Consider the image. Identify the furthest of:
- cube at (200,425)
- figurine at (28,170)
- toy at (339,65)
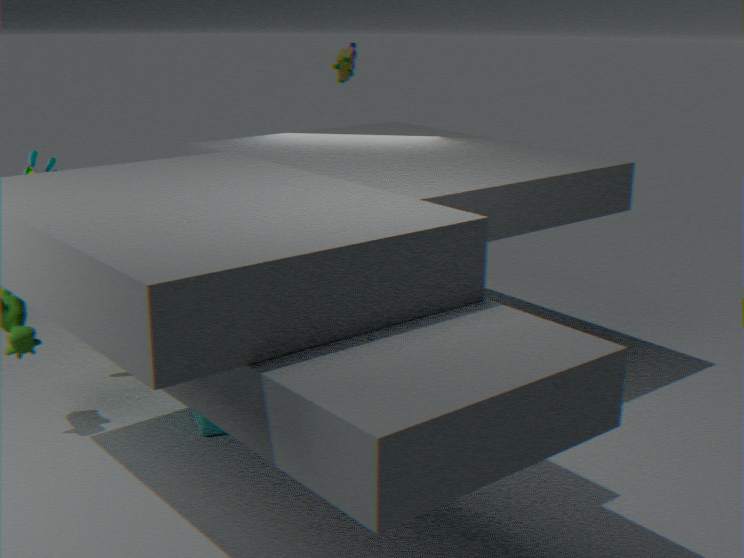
toy at (339,65)
